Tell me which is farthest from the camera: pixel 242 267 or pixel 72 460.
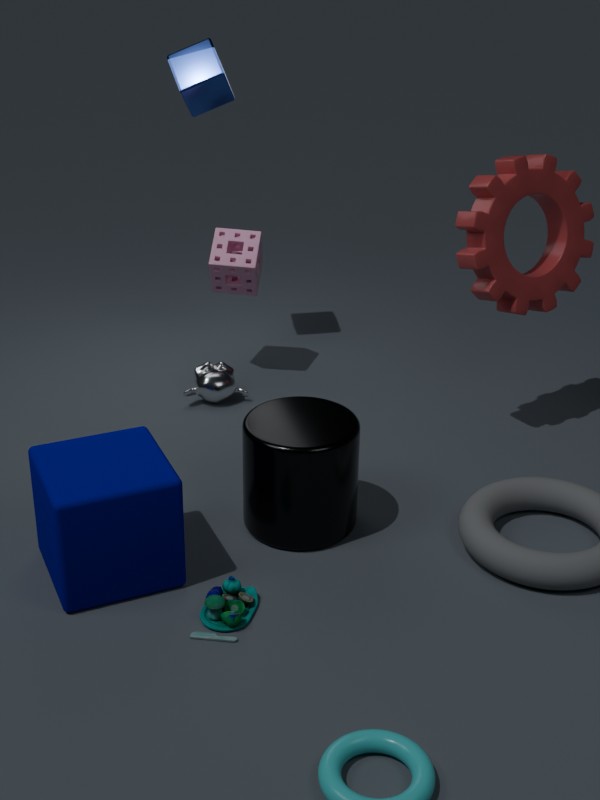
pixel 242 267
